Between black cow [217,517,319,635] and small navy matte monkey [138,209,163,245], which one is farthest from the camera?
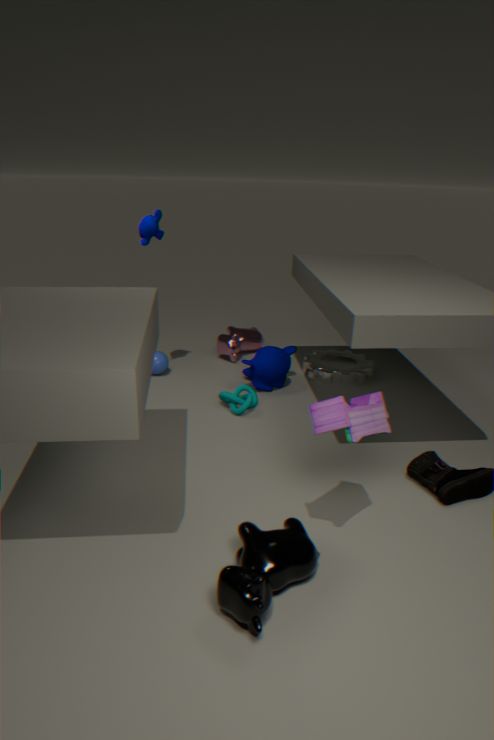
small navy matte monkey [138,209,163,245]
